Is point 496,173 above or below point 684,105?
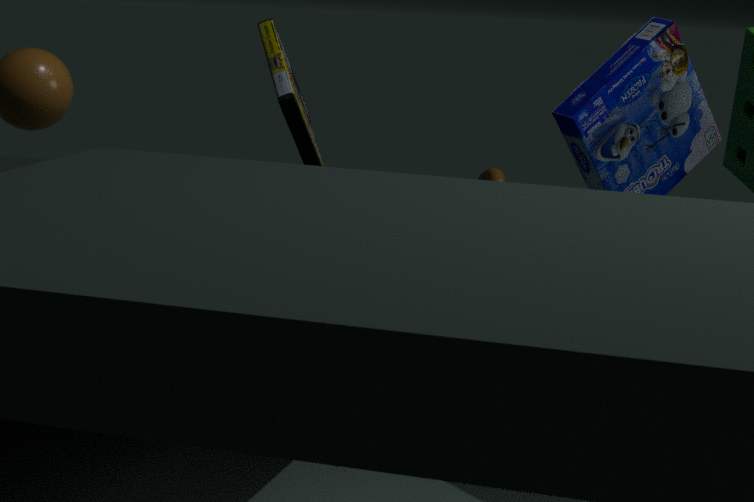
below
